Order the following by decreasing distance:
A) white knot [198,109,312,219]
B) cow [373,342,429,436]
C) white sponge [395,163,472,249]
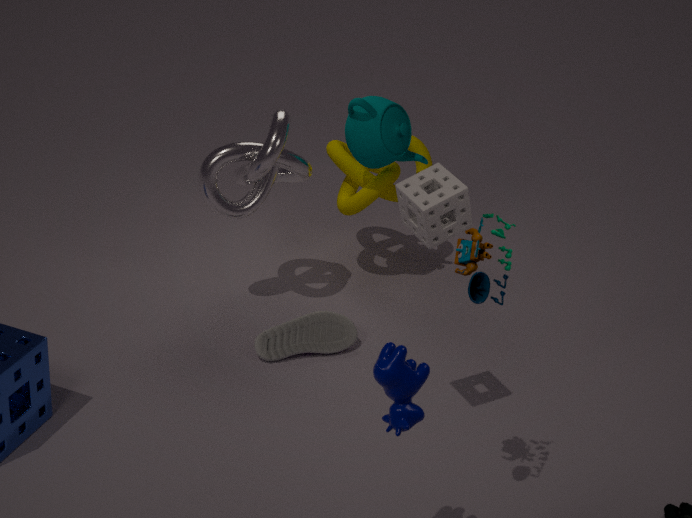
white knot [198,109,312,219]
white sponge [395,163,472,249]
cow [373,342,429,436]
